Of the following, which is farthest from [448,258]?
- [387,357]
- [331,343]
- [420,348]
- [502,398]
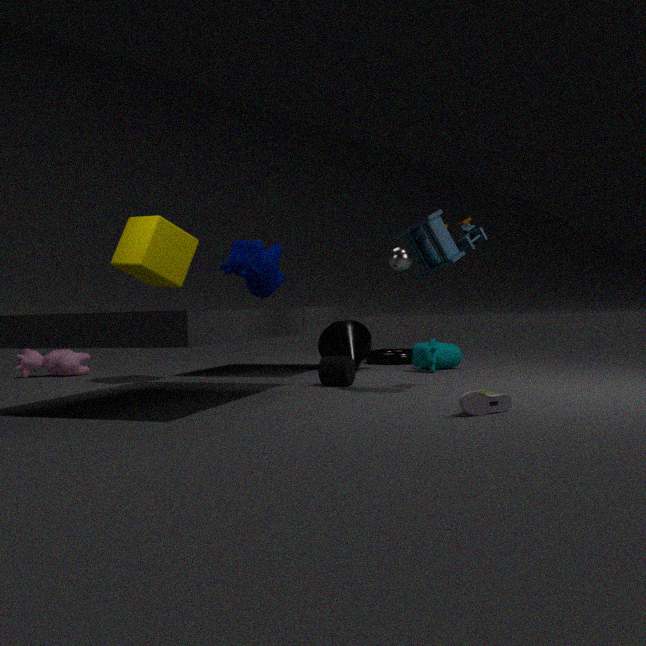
[387,357]
